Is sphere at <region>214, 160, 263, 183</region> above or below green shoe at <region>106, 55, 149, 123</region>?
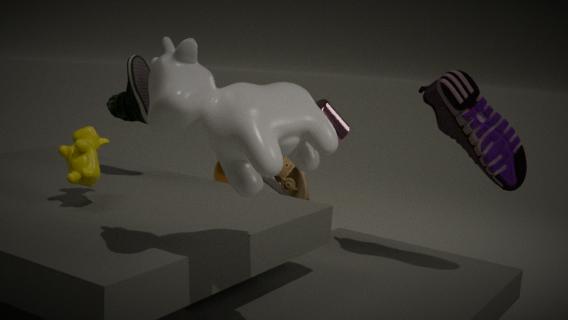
below
